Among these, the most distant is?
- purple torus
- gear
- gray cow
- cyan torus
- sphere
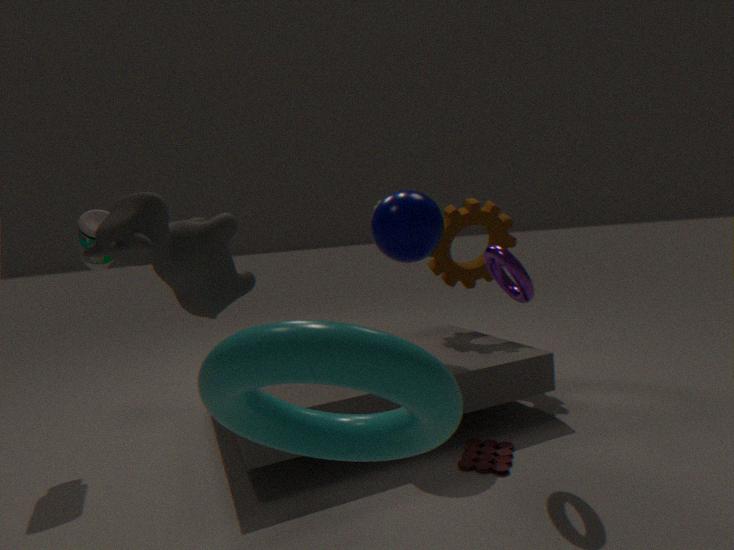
gear
